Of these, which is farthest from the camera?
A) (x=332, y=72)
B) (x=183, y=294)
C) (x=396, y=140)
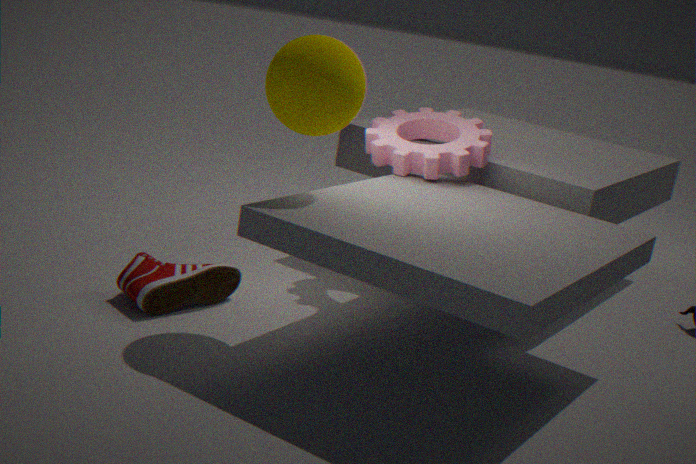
(x=396, y=140)
